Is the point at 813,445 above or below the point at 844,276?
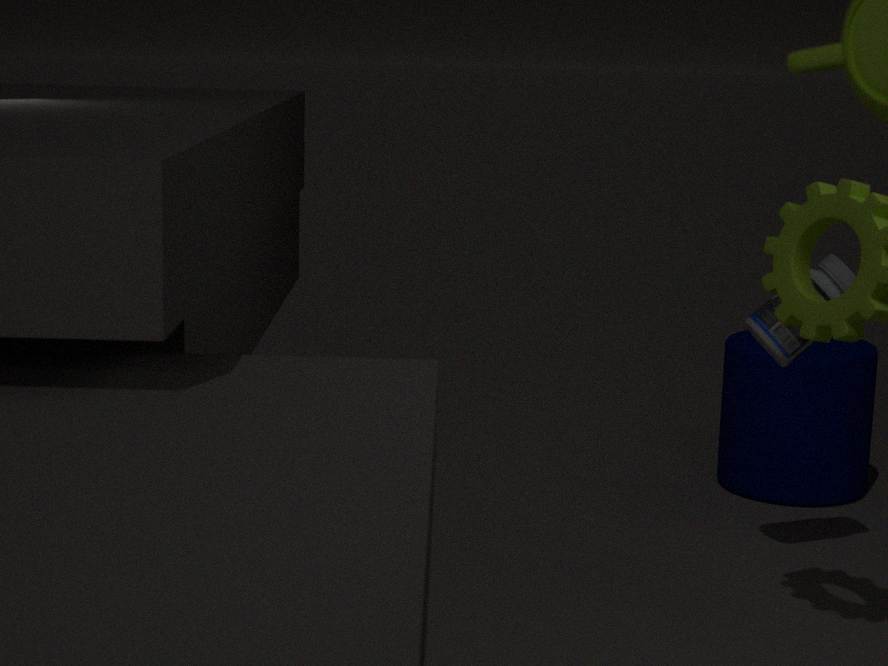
below
